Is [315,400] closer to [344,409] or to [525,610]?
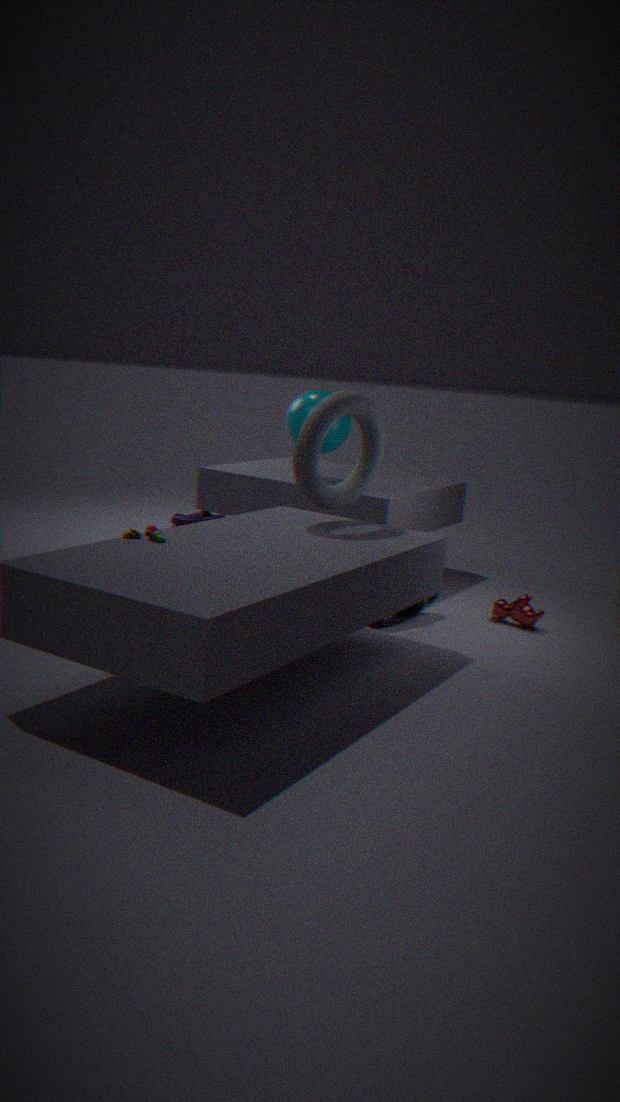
[344,409]
